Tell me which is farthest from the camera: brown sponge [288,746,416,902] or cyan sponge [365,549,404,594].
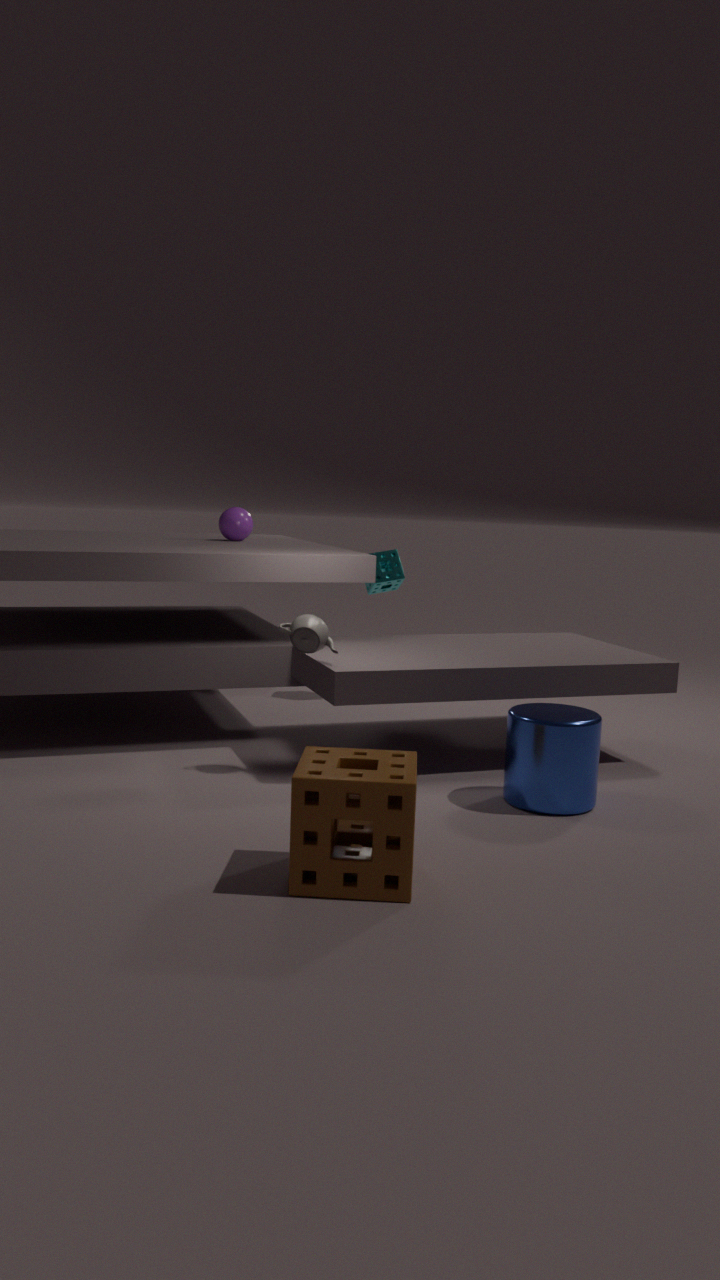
cyan sponge [365,549,404,594]
